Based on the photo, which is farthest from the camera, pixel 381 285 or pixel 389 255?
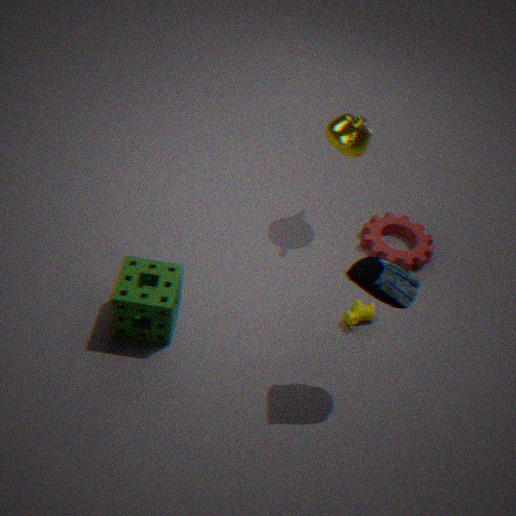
pixel 389 255
